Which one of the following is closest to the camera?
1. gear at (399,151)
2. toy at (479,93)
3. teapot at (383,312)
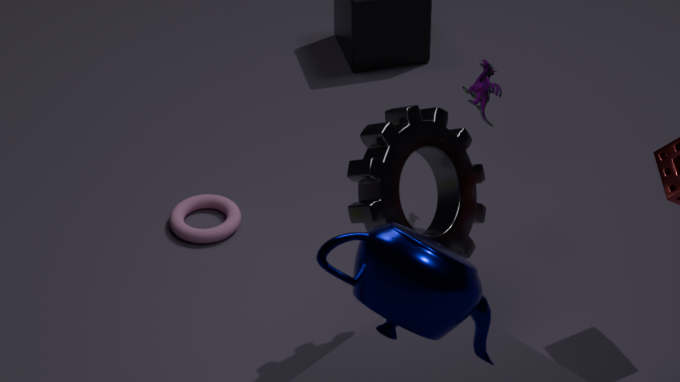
teapot at (383,312)
